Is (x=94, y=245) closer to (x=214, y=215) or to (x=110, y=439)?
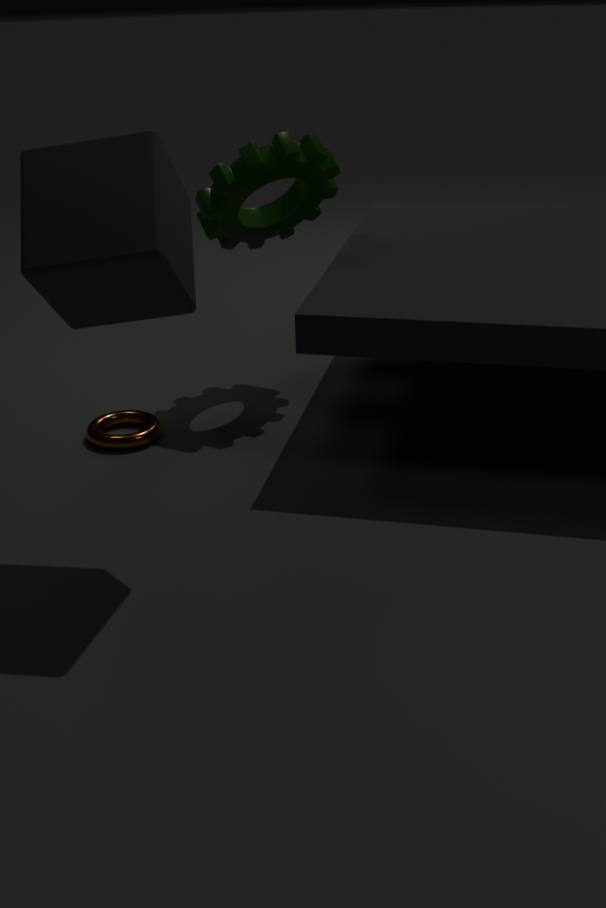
(x=110, y=439)
